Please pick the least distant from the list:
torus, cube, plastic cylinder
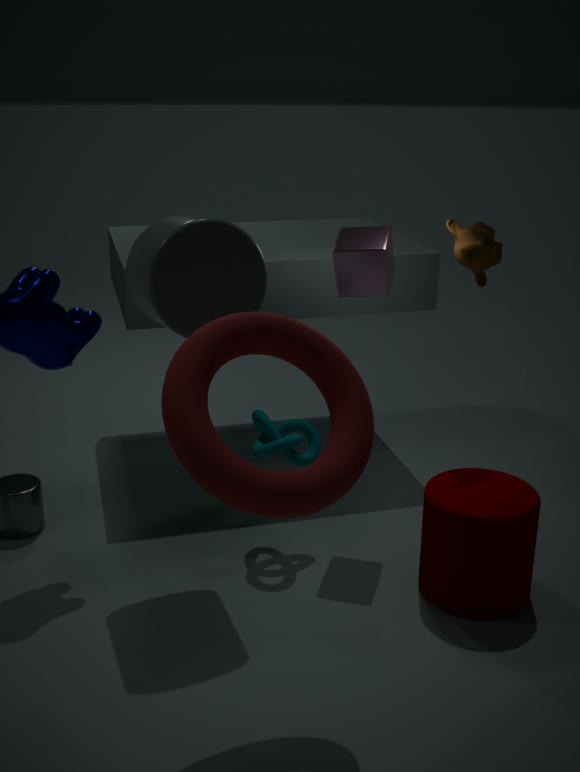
torus
